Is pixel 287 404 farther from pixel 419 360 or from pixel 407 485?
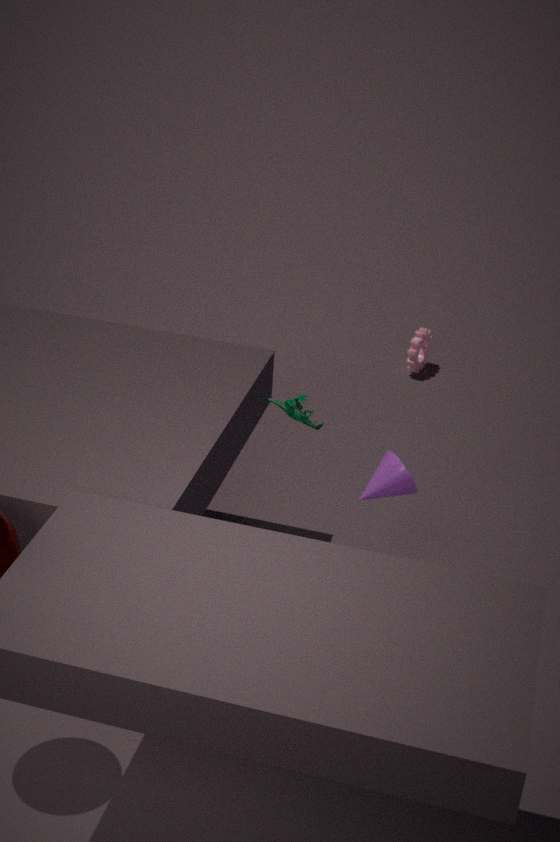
pixel 419 360
